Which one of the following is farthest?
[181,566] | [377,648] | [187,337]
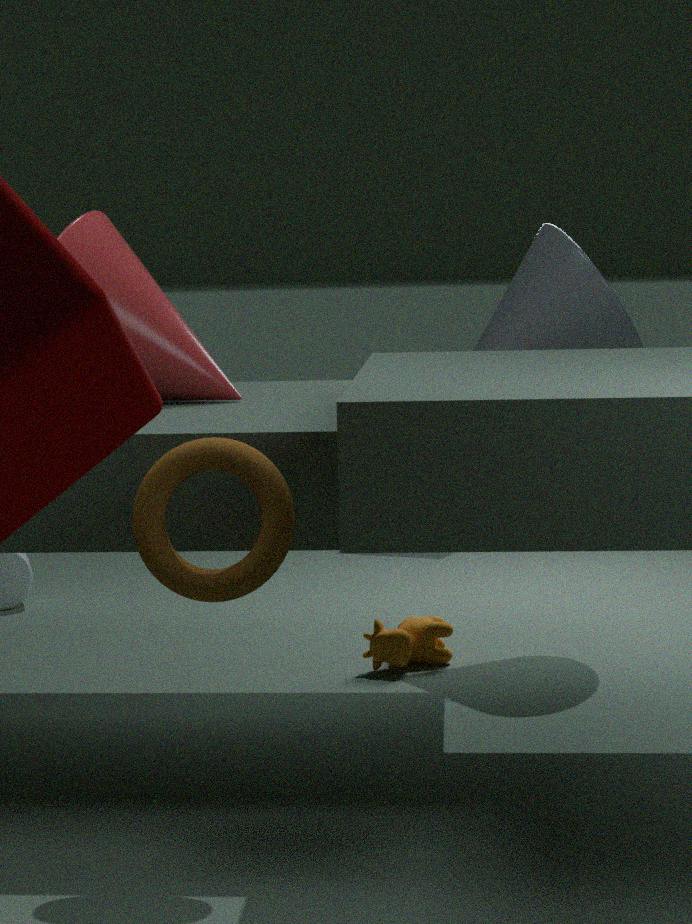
[377,648]
